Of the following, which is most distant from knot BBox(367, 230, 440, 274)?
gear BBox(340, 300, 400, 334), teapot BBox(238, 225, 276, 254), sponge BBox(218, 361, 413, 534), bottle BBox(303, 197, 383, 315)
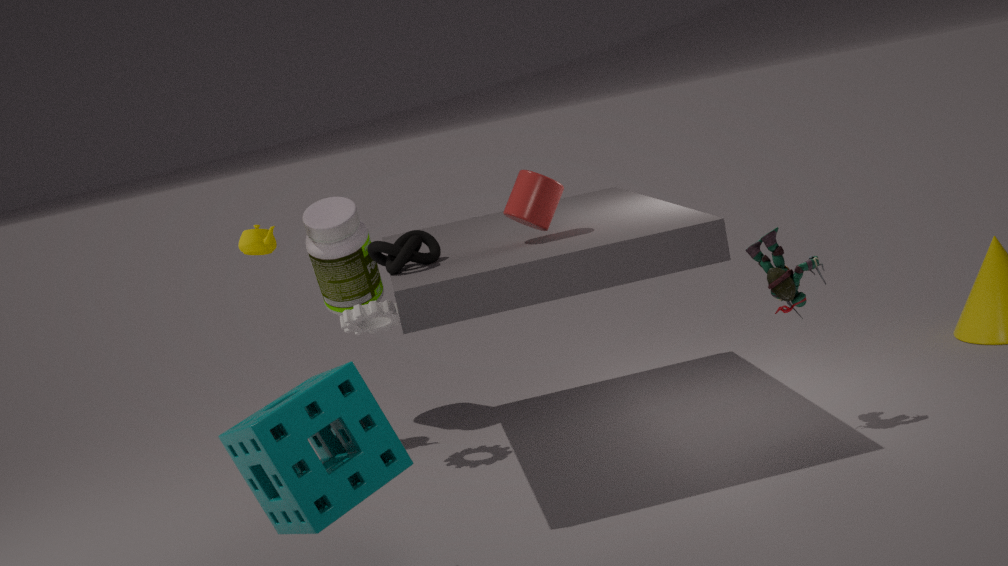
teapot BBox(238, 225, 276, 254)
